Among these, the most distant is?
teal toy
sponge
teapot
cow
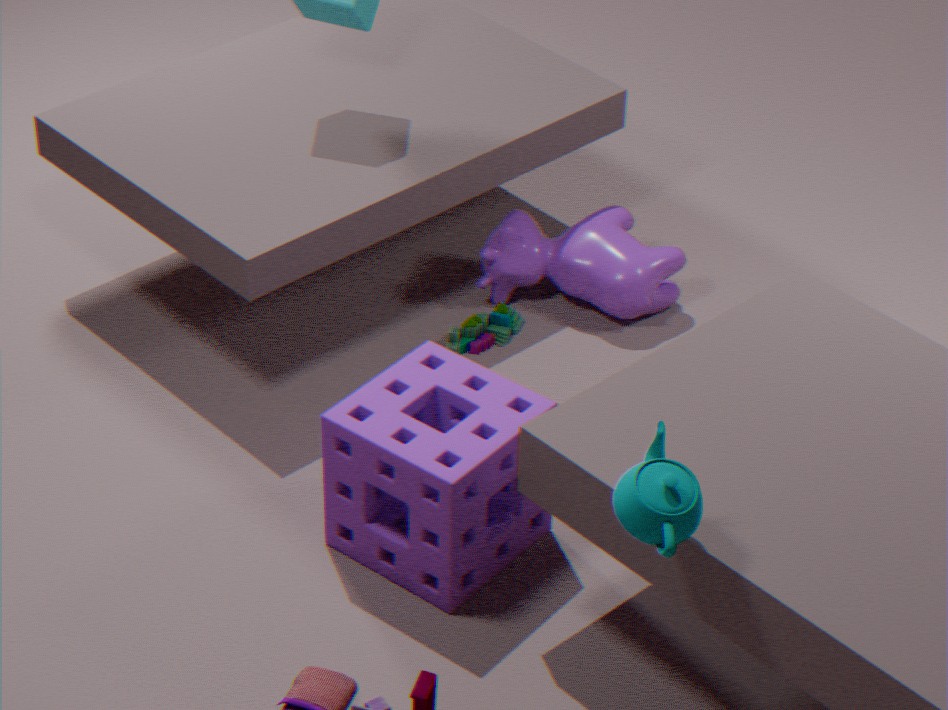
cow
